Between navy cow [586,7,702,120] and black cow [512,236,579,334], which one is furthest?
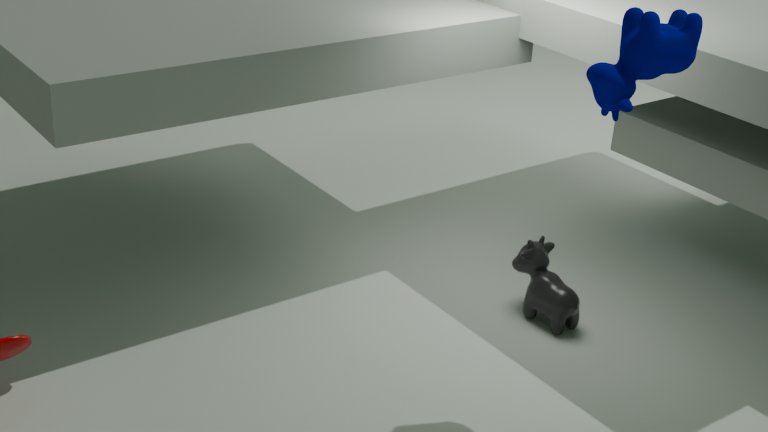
black cow [512,236,579,334]
